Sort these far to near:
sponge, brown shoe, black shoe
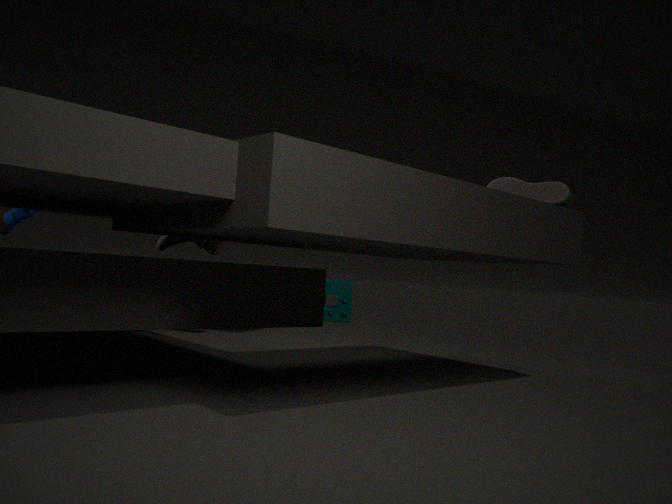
sponge, brown shoe, black shoe
